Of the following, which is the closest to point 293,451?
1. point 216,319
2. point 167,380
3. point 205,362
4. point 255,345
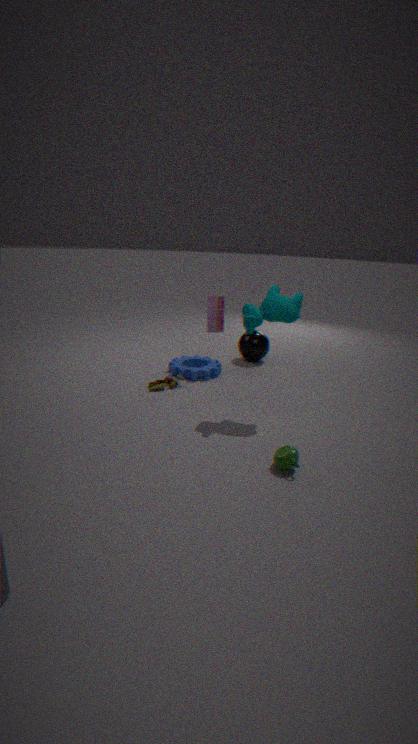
point 167,380
